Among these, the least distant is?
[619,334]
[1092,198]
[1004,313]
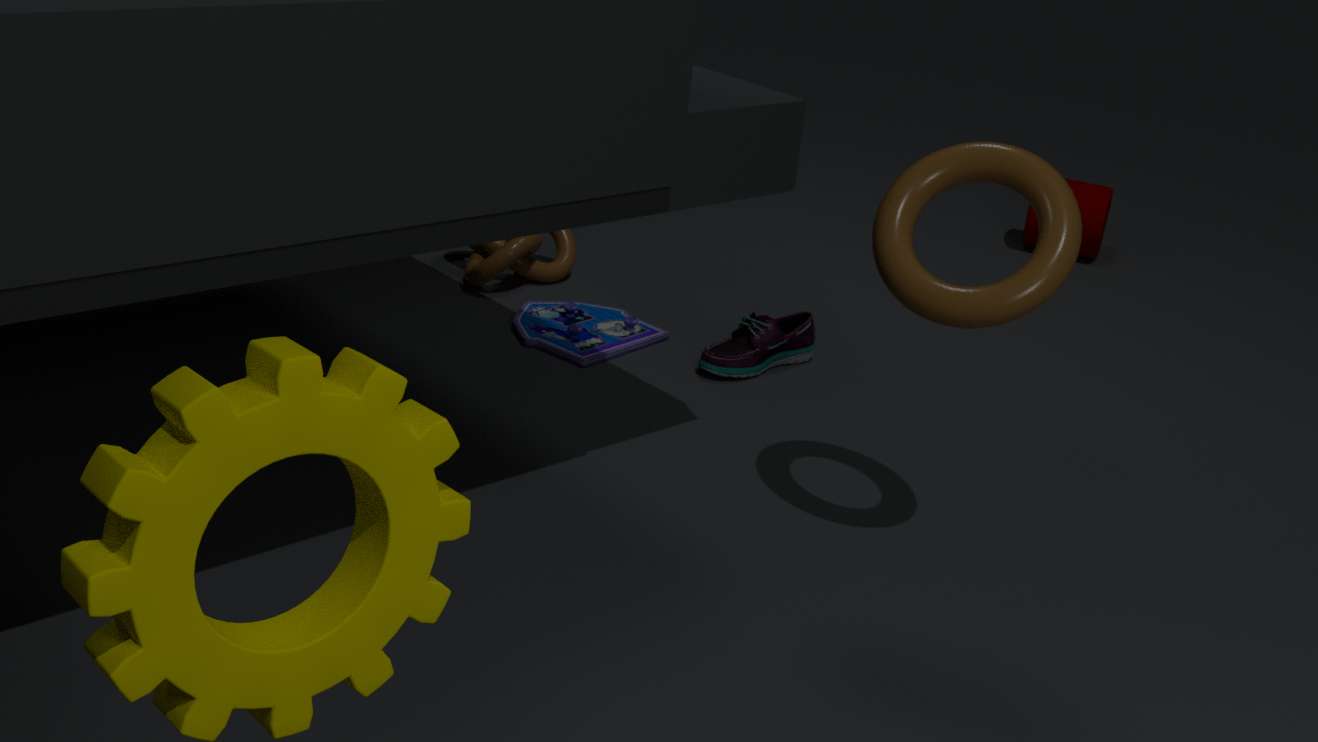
[1004,313]
